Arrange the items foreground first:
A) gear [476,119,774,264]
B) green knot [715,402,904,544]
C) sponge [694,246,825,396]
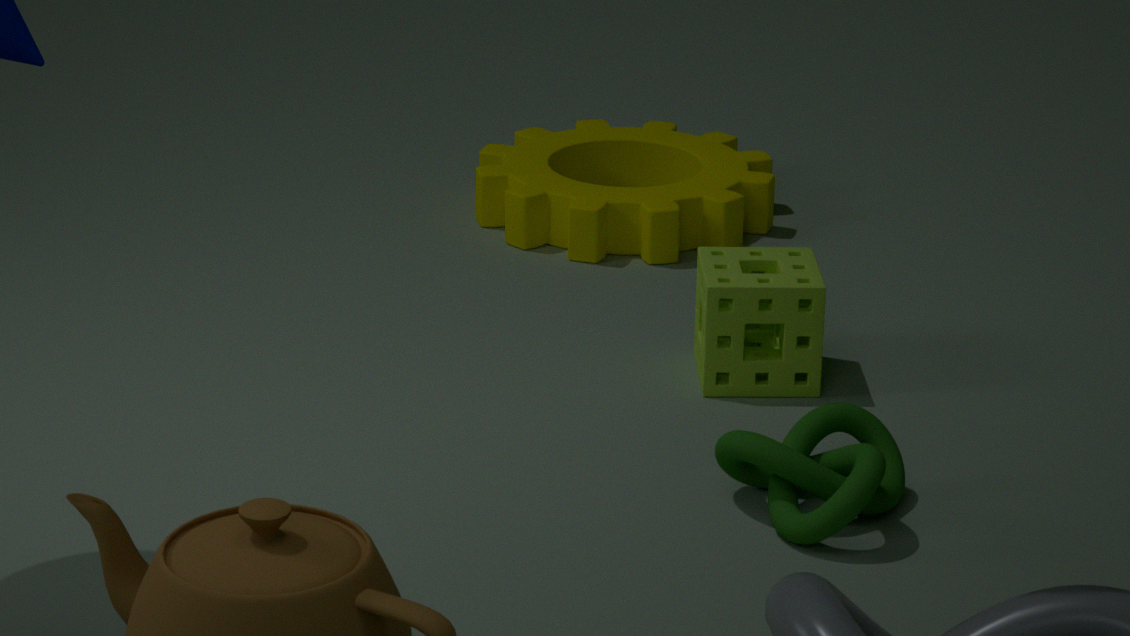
green knot [715,402,904,544]
sponge [694,246,825,396]
gear [476,119,774,264]
